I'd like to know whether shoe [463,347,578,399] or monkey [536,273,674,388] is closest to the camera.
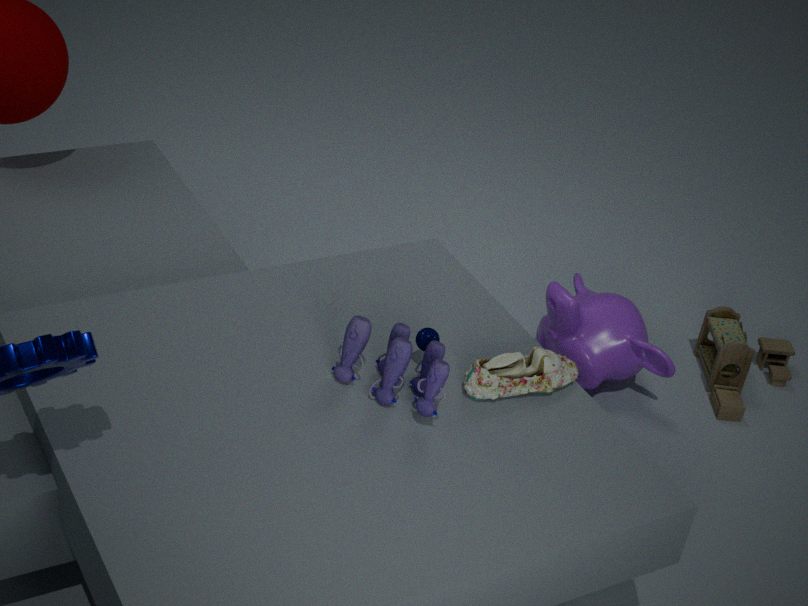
shoe [463,347,578,399]
